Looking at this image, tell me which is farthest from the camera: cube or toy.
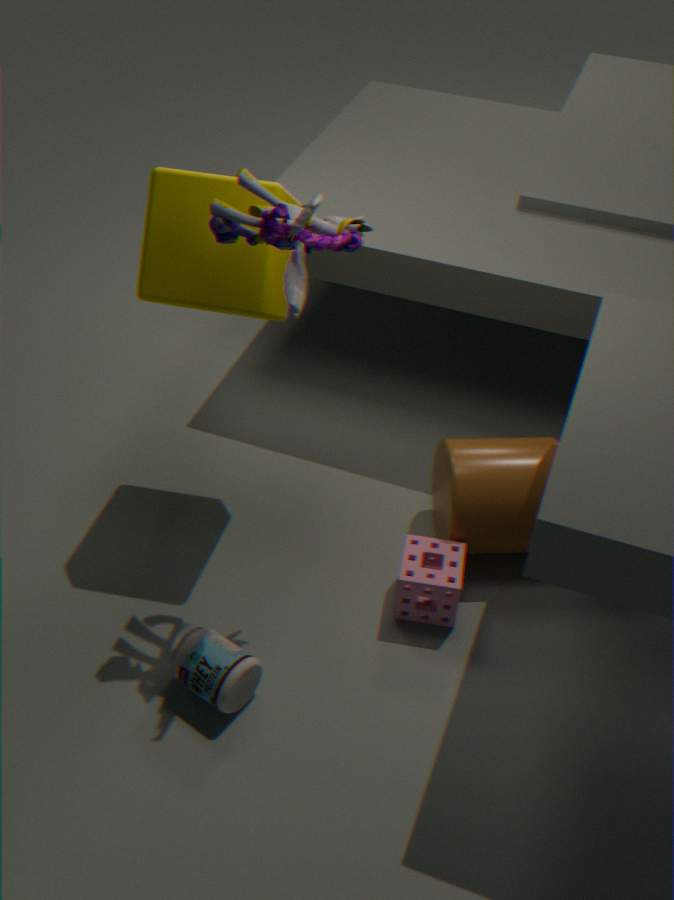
cube
